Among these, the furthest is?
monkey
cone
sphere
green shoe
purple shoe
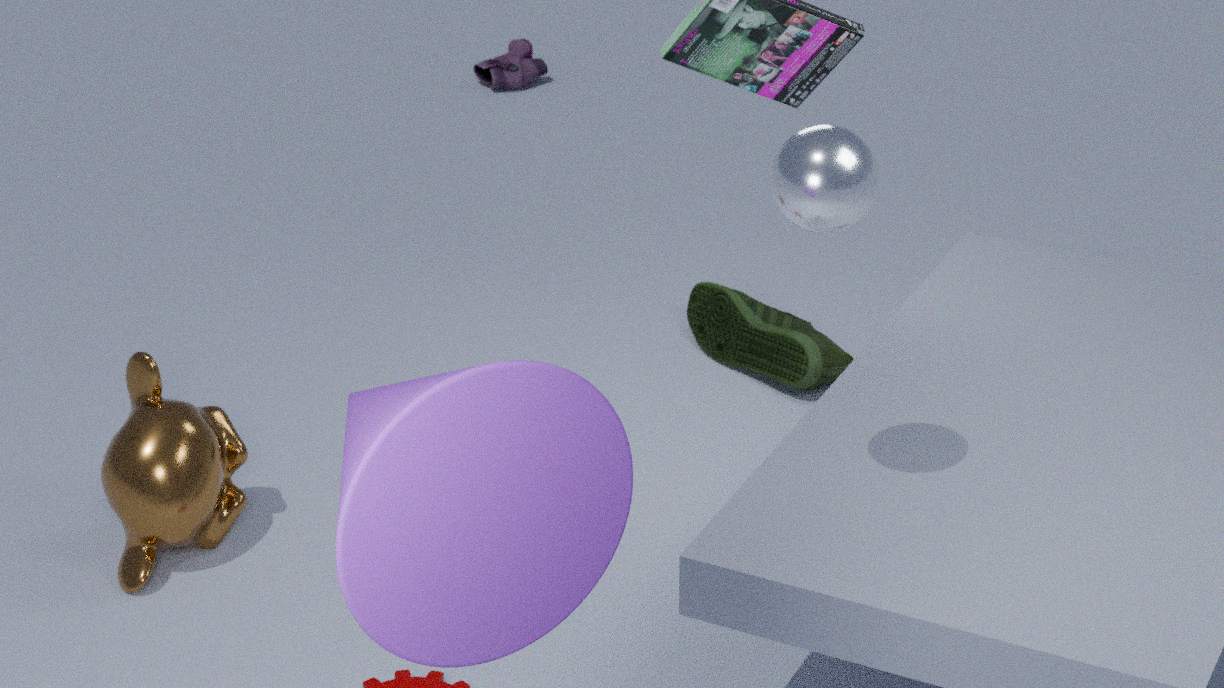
purple shoe
